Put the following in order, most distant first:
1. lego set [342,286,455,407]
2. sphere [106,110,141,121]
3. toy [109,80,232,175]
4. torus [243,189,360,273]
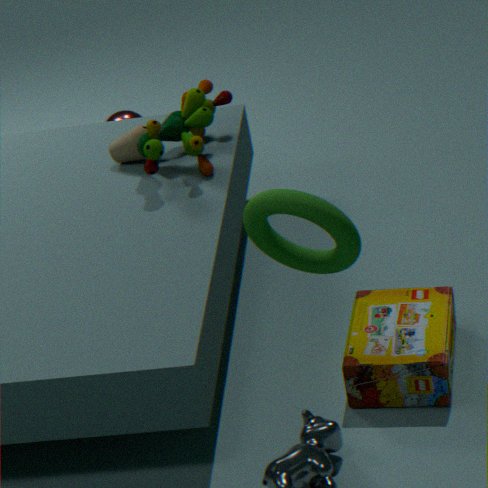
sphere [106,110,141,121], toy [109,80,232,175], lego set [342,286,455,407], torus [243,189,360,273]
